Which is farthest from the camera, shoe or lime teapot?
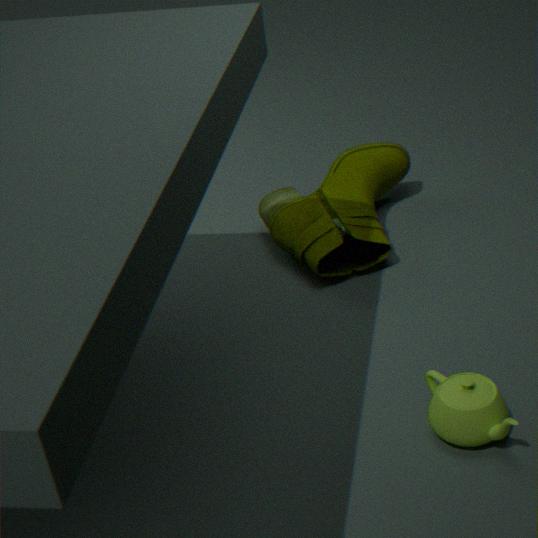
shoe
